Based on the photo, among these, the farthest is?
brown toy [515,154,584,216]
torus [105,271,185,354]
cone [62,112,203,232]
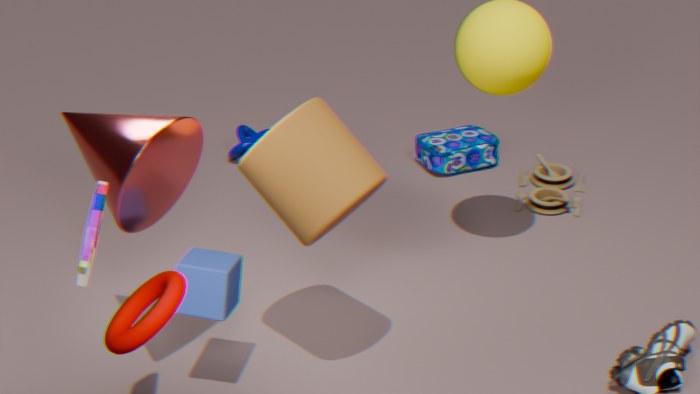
brown toy [515,154,584,216]
